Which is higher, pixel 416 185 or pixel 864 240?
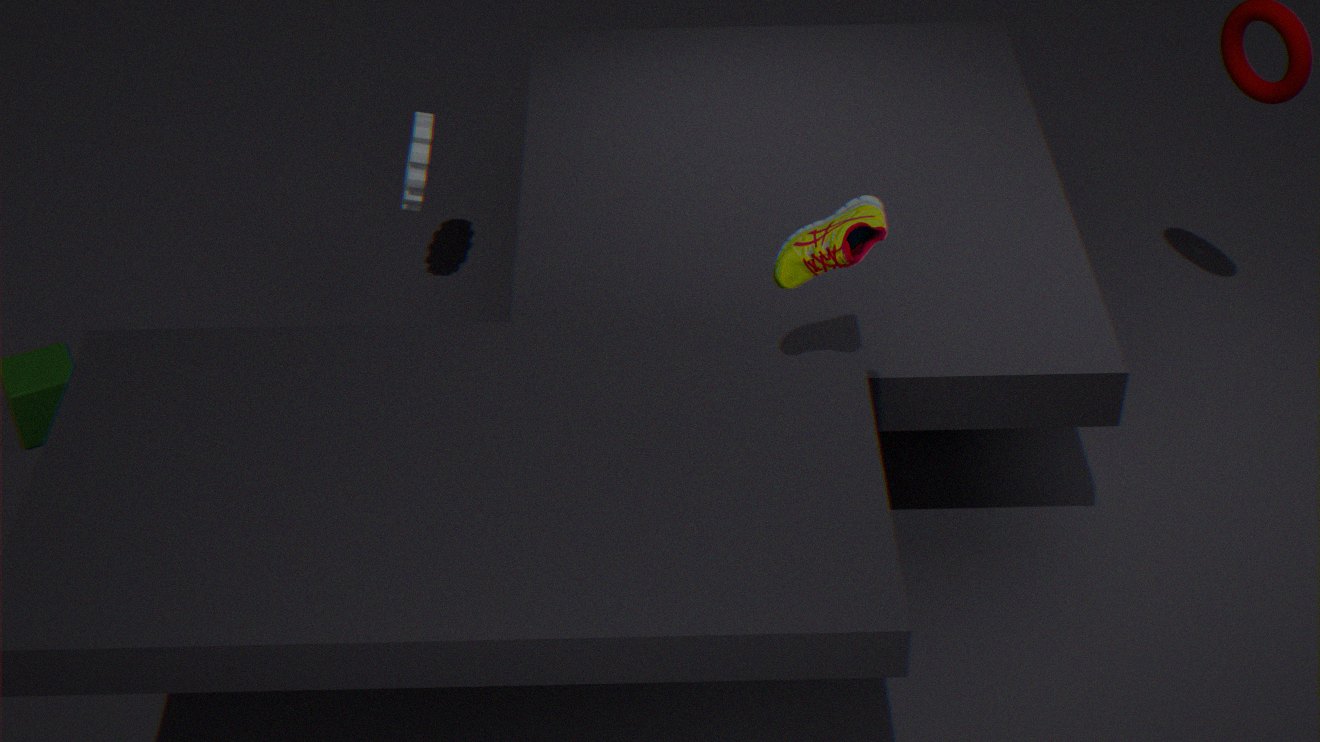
pixel 864 240
